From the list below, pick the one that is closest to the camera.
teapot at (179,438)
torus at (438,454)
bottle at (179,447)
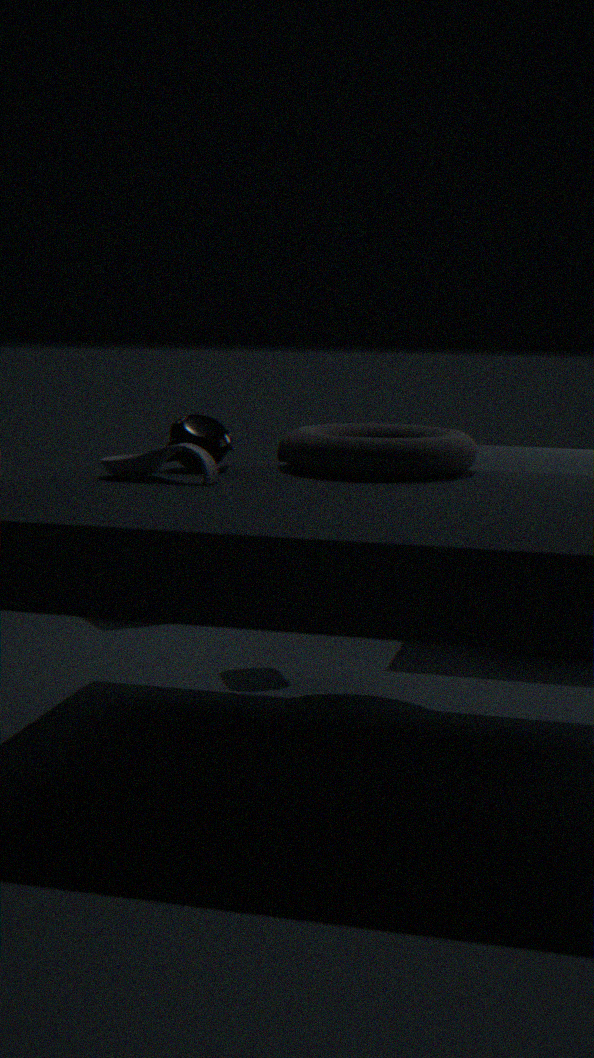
bottle at (179,447)
